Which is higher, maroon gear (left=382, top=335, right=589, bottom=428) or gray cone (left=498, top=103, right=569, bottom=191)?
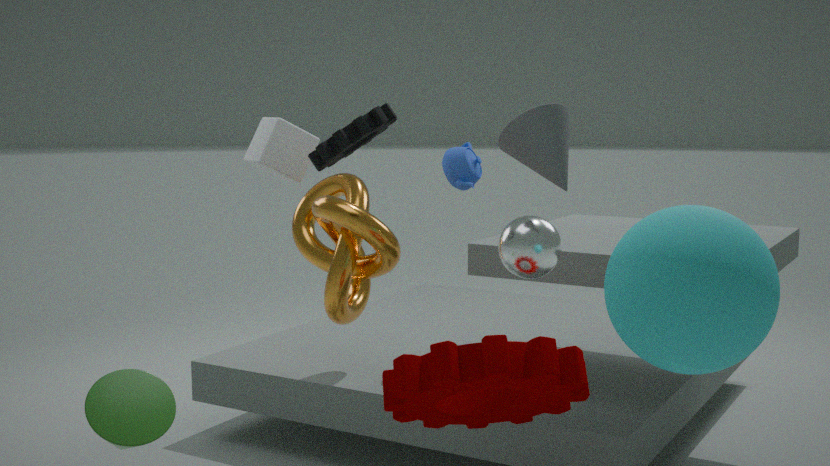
gray cone (left=498, top=103, right=569, bottom=191)
